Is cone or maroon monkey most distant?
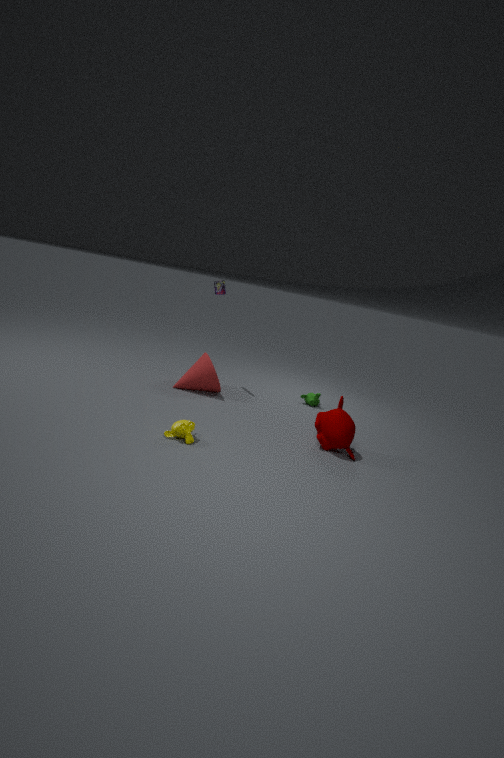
cone
